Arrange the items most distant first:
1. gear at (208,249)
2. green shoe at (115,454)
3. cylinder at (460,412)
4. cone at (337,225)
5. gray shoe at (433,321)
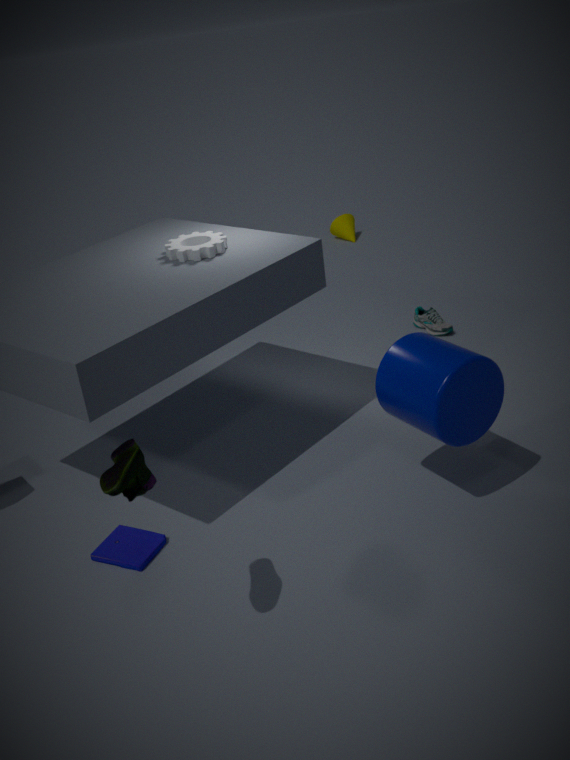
cone at (337,225) < gray shoe at (433,321) < gear at (208,249) < cylinder at (460,412) < green shoe at (115,454)
